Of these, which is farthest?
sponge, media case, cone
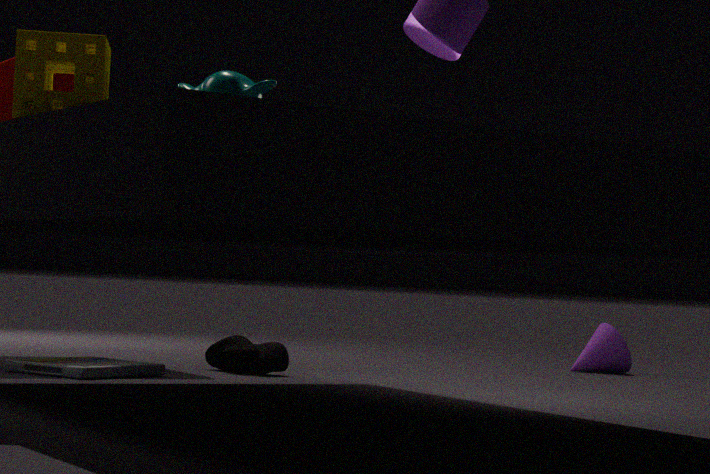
cone
